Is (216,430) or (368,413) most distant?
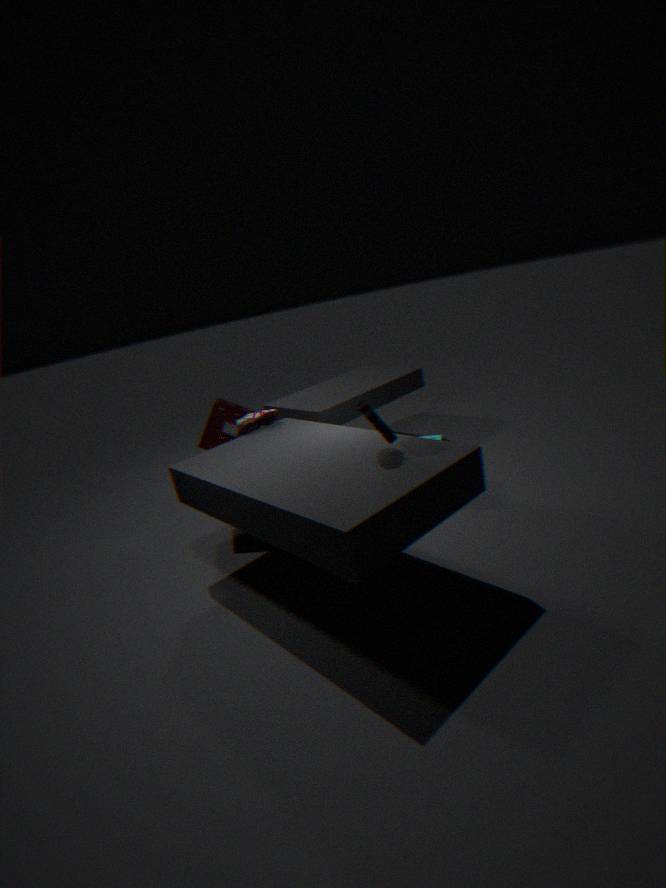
(216,430)
